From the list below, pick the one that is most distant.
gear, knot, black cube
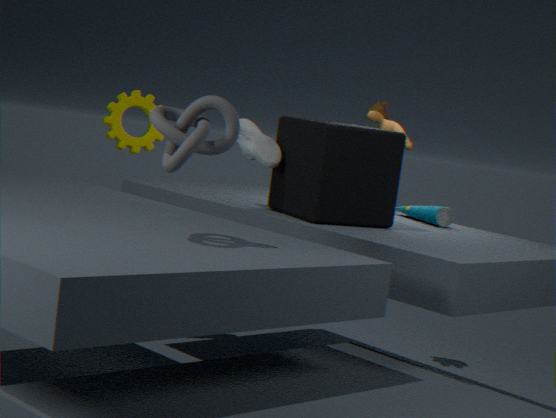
gear
